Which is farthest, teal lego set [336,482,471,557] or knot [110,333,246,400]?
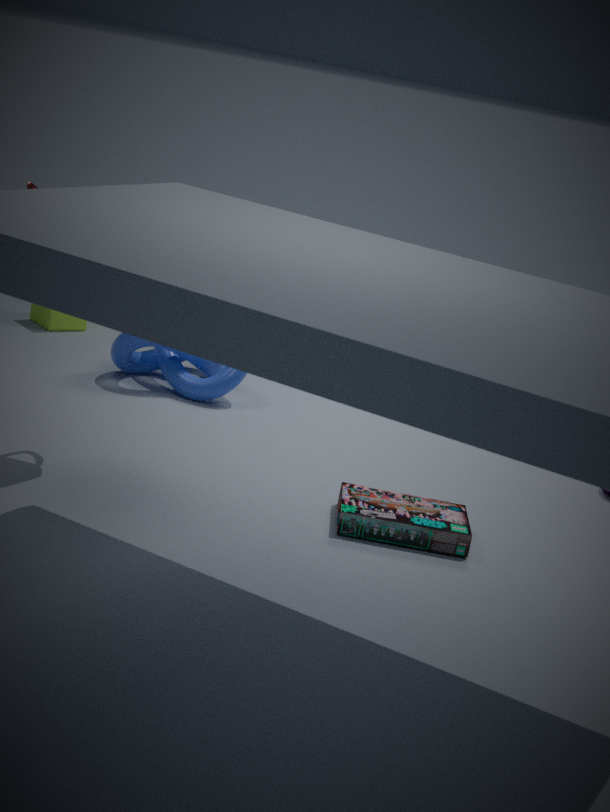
knot [110,333,246,400]
